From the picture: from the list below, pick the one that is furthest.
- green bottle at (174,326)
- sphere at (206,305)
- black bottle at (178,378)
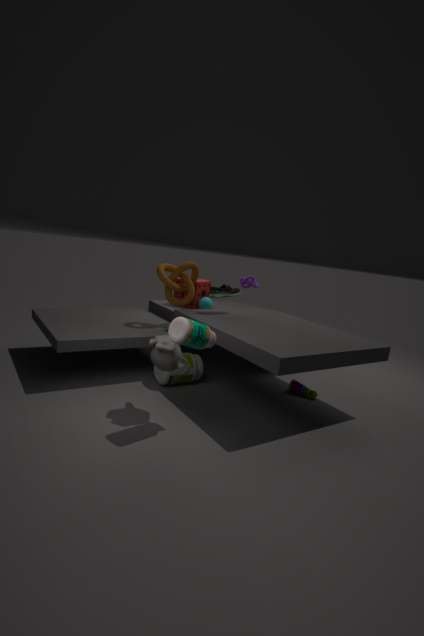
sphere at (206,305)
